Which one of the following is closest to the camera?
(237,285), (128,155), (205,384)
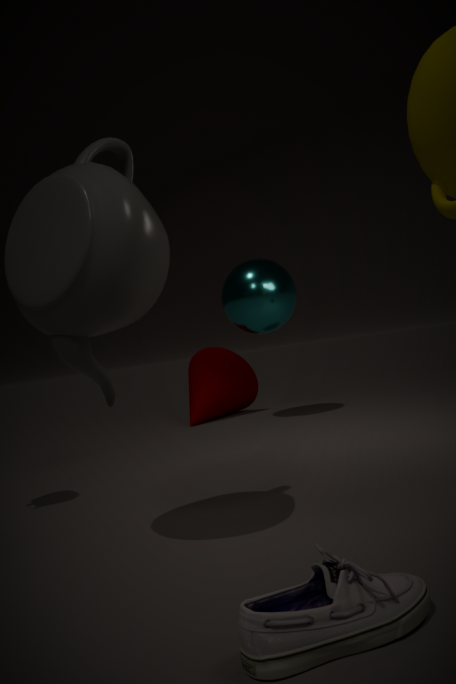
(128,155)
